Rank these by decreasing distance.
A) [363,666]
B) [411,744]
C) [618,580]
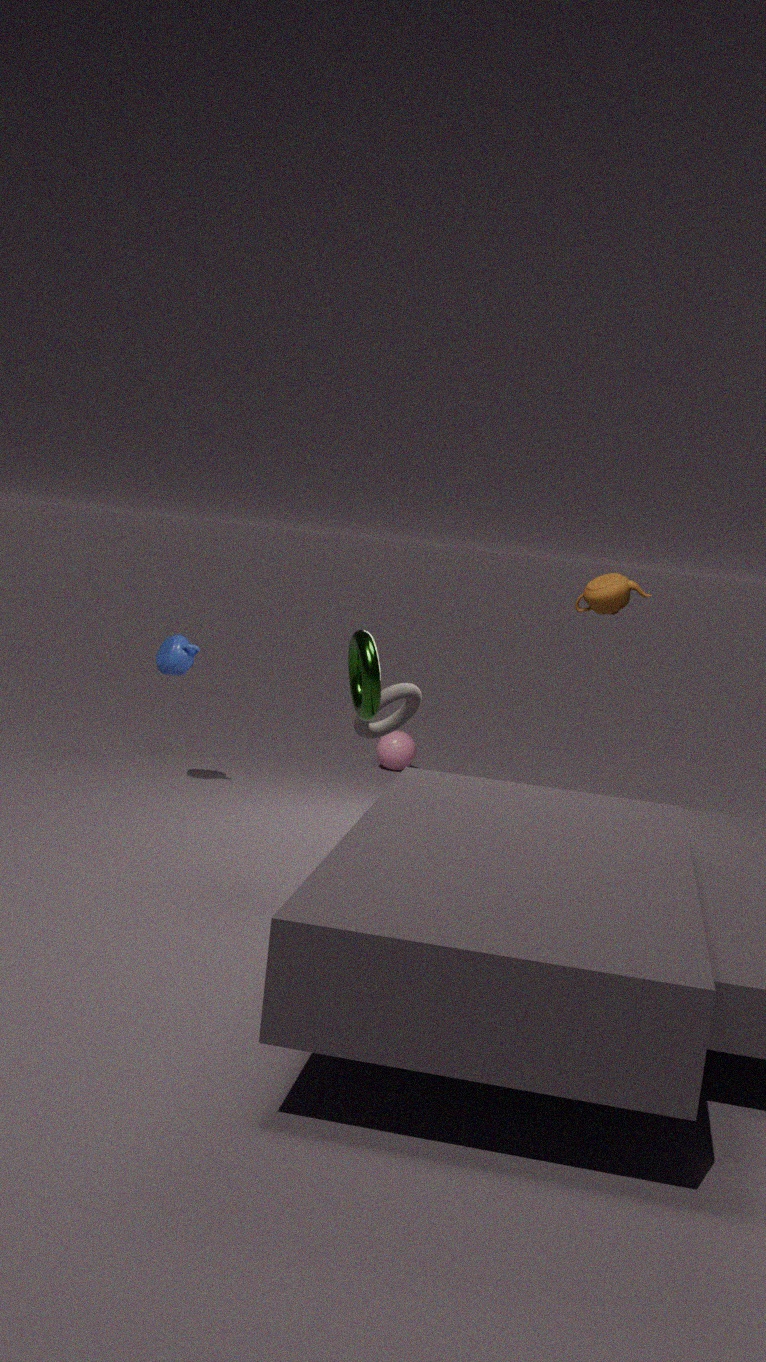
[411,744] → [618,580] → [363,666]
